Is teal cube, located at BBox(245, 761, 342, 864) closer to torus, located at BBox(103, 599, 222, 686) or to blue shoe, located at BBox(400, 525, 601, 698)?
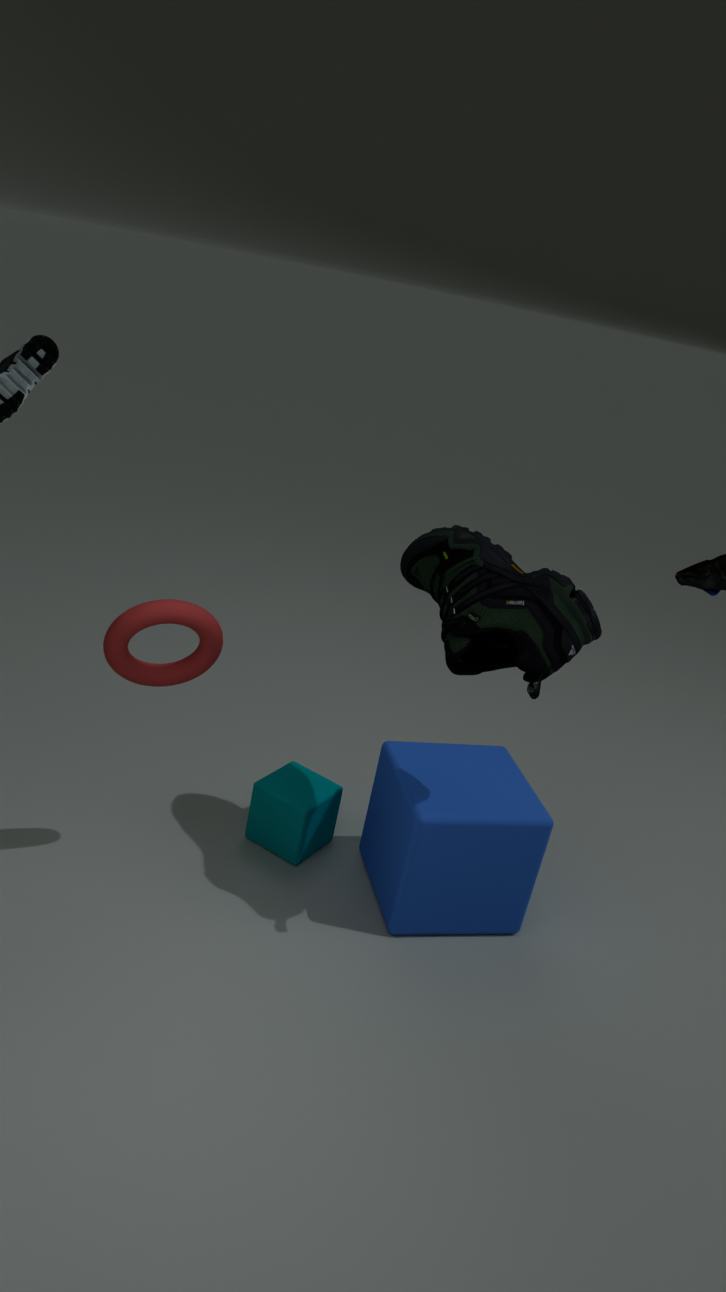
torus, located at BBox(103, 599, 222, 686)
